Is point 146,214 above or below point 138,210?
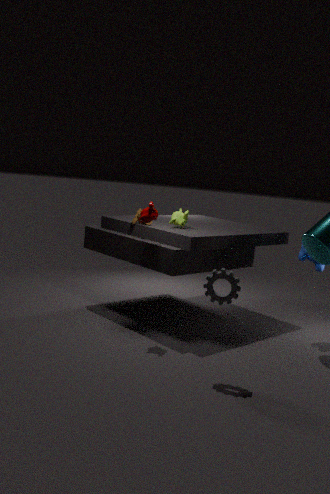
above
